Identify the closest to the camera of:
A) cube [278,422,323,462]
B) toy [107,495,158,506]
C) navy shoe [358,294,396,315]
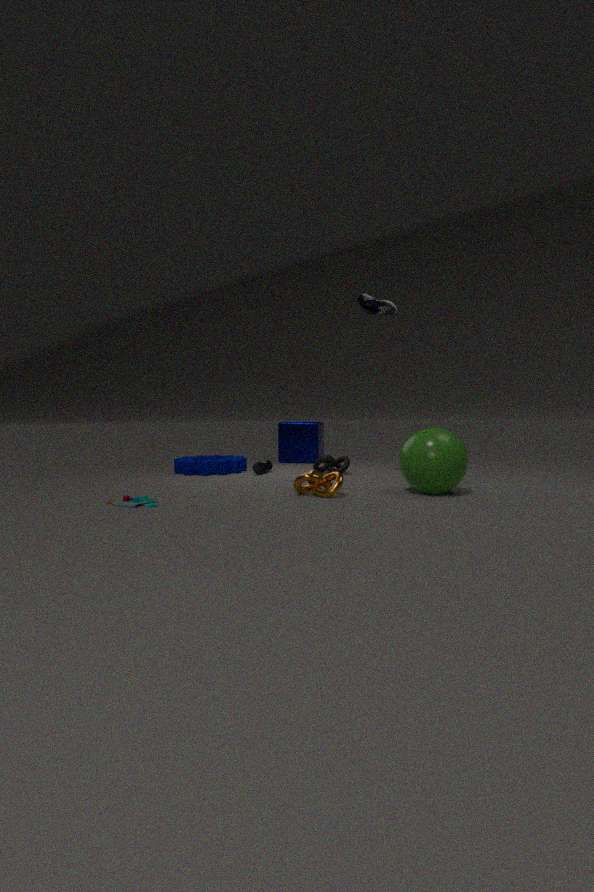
toy [107,495,158,506]
